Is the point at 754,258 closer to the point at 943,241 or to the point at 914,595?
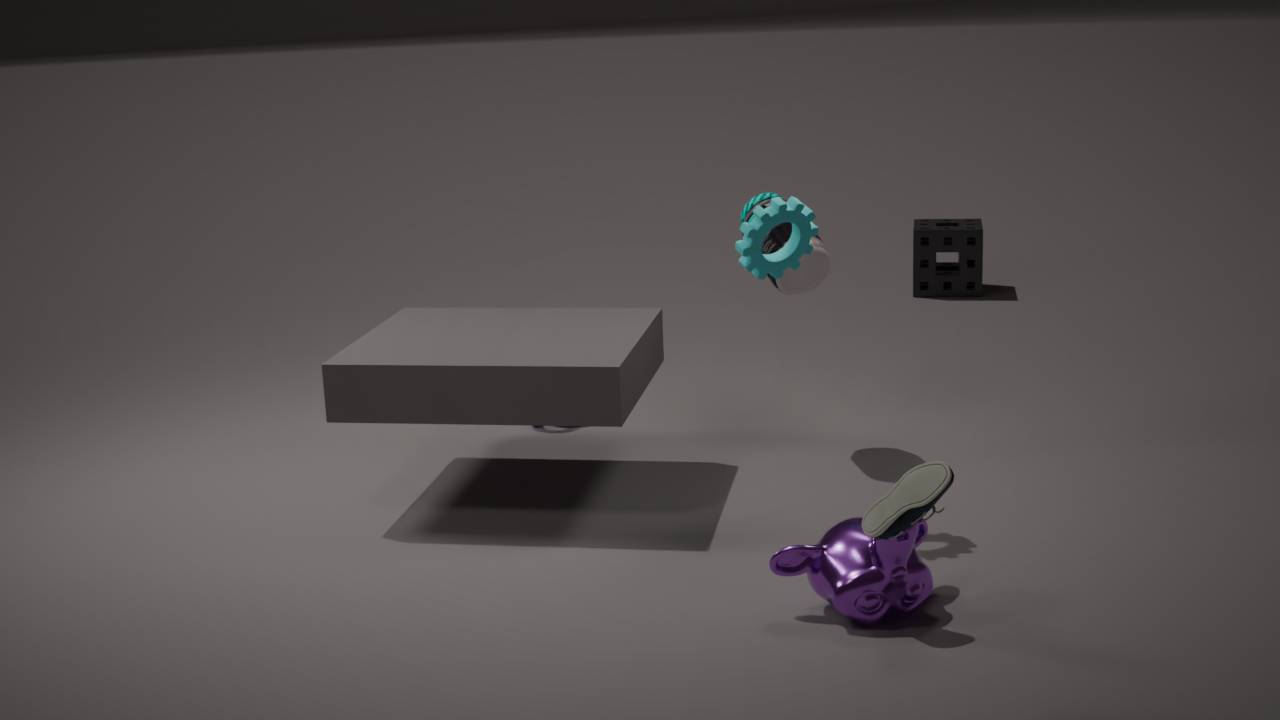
the point at 914,595
